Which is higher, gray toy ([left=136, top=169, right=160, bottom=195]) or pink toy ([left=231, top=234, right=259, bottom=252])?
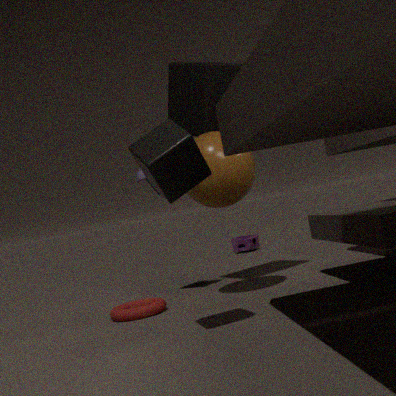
gray toy ([left=136, top=169, right=160, bottom=195])
